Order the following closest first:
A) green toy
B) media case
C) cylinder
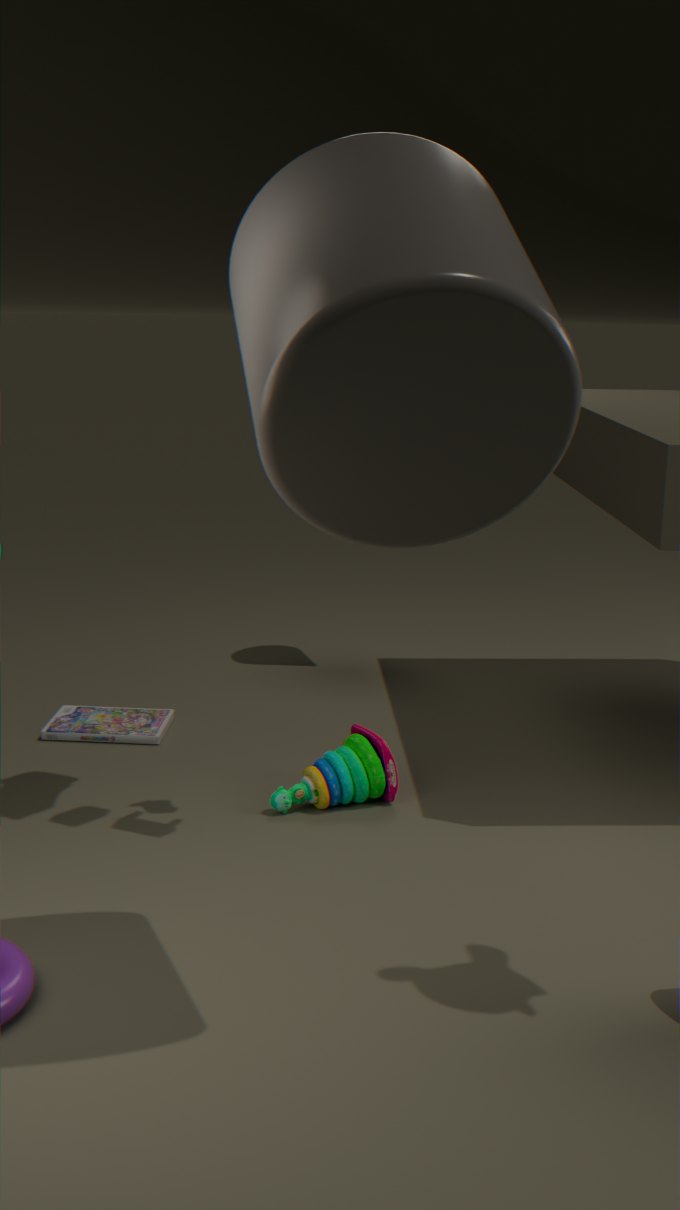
cylinder
green toy
media case
